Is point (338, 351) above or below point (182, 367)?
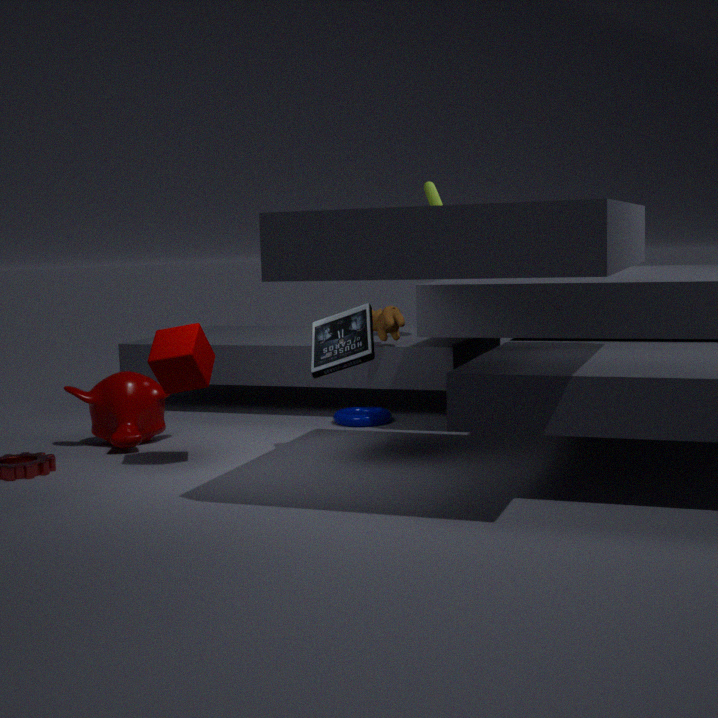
above
